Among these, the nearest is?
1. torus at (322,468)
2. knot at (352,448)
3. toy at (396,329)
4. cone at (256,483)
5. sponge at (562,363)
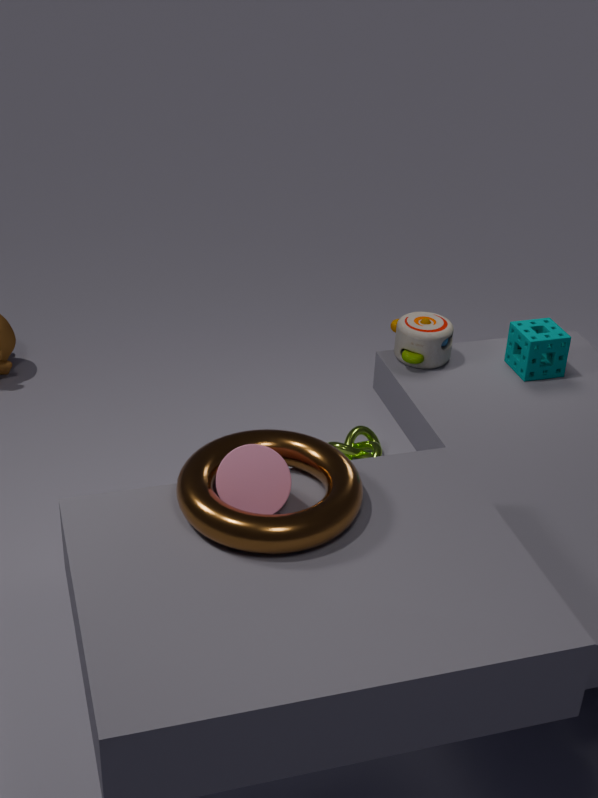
torus at (322,468)
